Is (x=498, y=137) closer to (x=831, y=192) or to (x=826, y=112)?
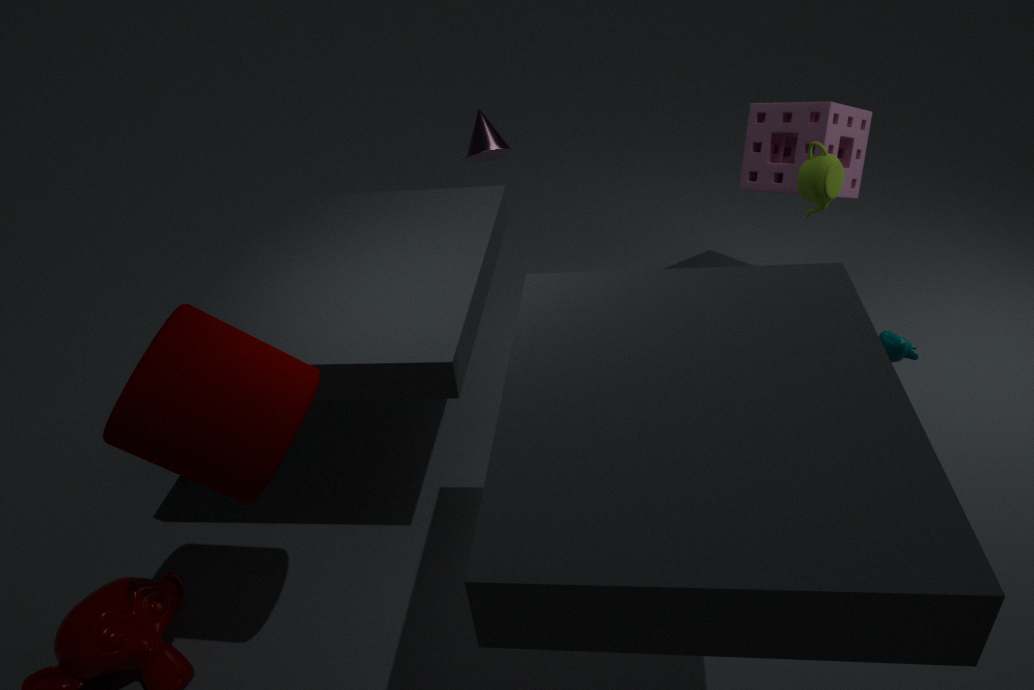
(x=826, y=112)
